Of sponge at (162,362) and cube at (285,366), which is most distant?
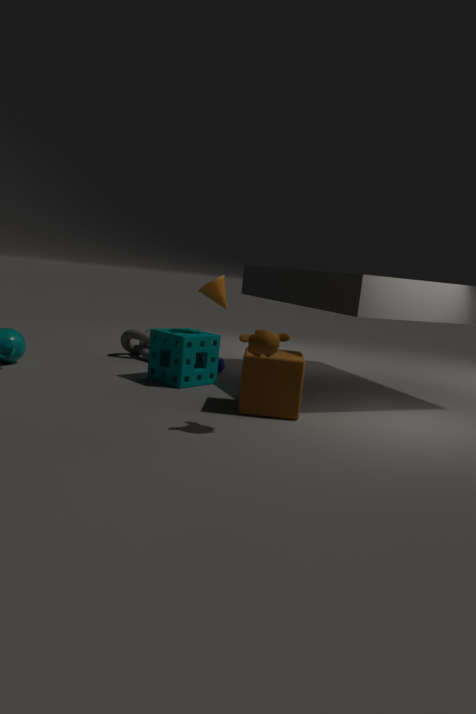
sponge at (162,362)
